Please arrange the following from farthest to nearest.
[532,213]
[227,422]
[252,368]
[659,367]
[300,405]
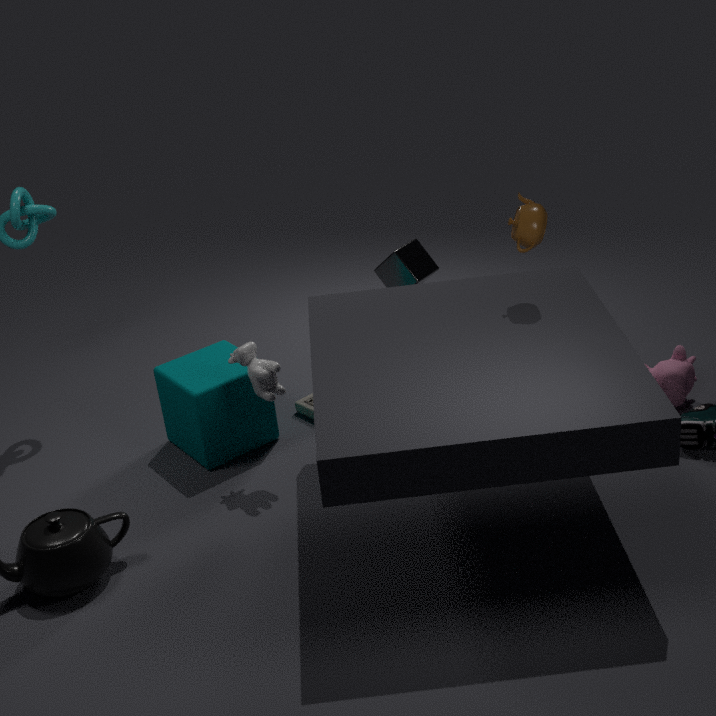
[300,405] < [659,367] < [227,422] < [252,368] < [532,213]
